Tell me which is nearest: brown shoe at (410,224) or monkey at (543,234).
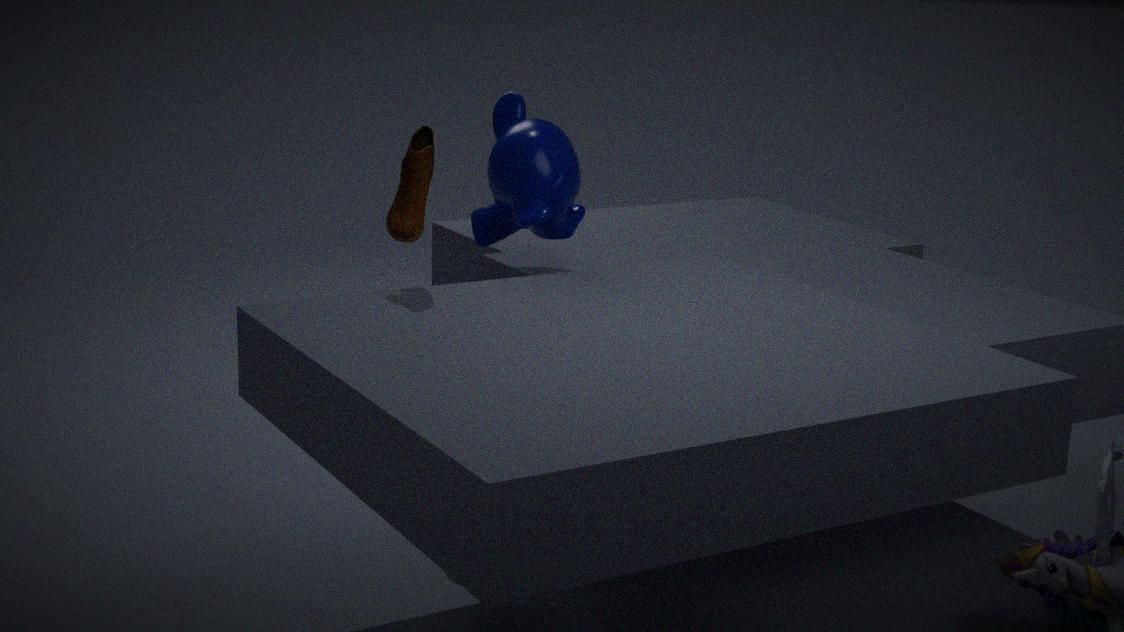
brown shoe at (410,224)
